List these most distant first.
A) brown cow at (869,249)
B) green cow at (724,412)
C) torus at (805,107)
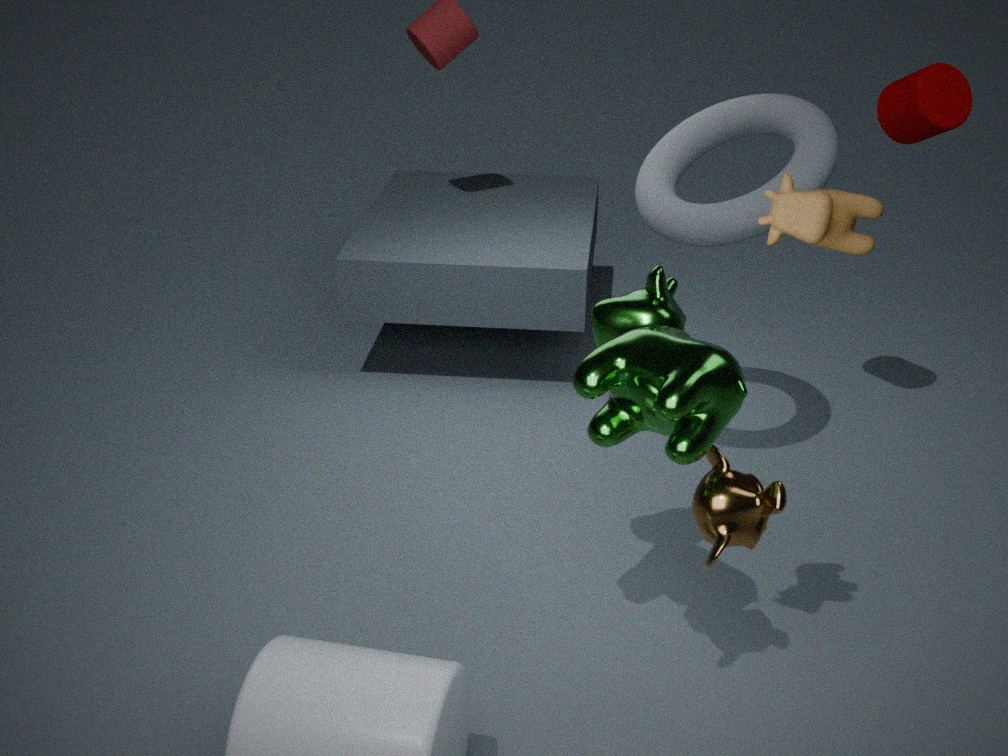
torus at (805,107), green cow at (724,412), brown cow at (869,249)
